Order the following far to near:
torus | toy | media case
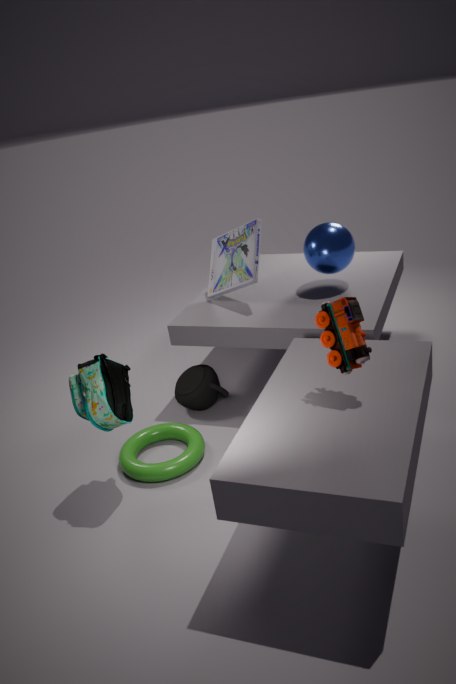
1. media case
2. torus
3. toy
